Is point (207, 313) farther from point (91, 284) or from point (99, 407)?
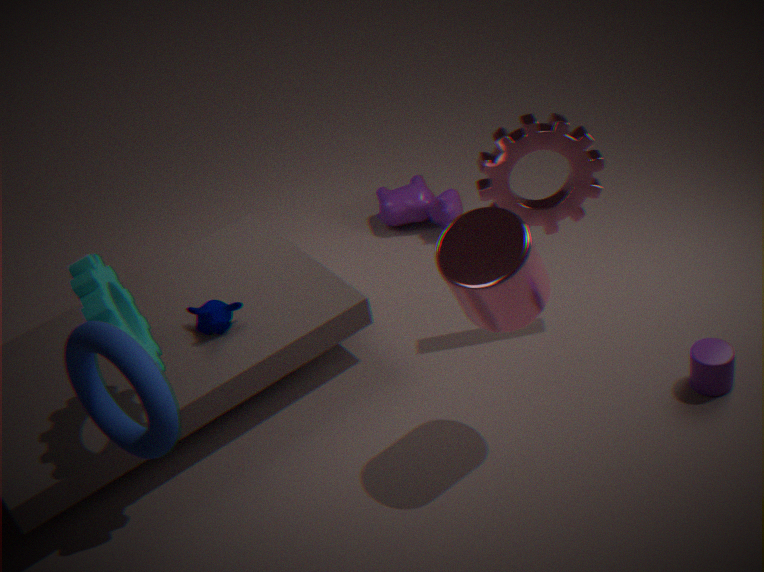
point (99, 407)
